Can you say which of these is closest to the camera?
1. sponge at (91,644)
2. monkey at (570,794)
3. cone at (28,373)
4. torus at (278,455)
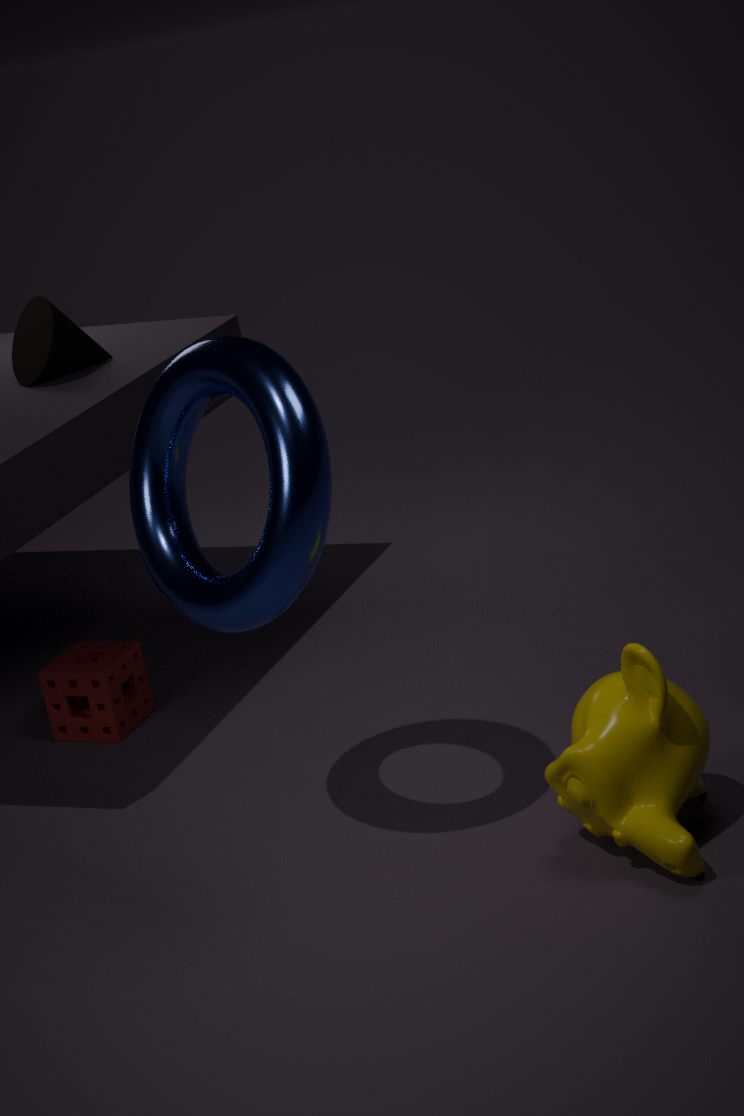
torus at (278,455)
